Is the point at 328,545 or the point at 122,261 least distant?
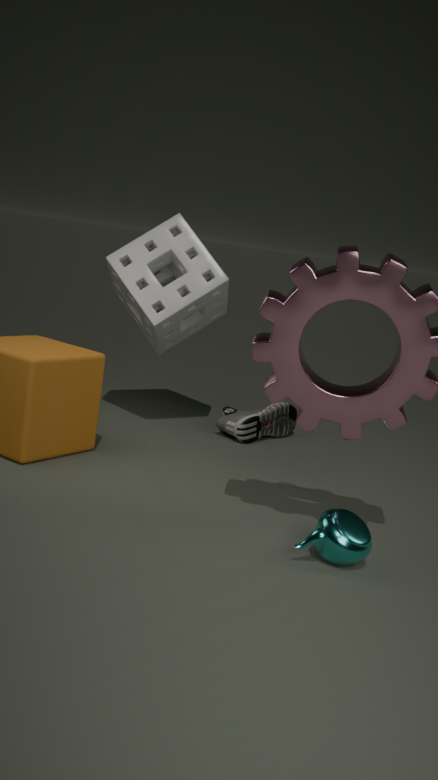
the point at 328,545
